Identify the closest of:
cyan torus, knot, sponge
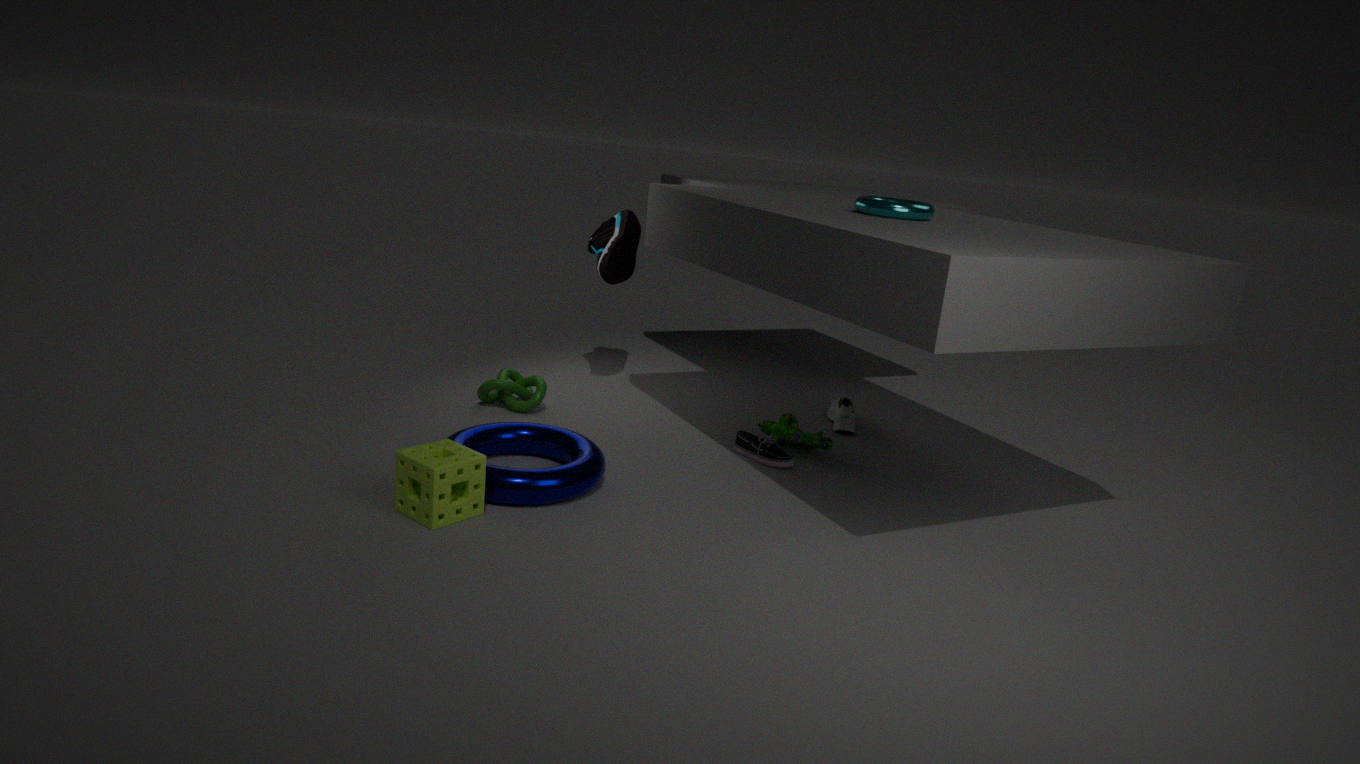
sponge
